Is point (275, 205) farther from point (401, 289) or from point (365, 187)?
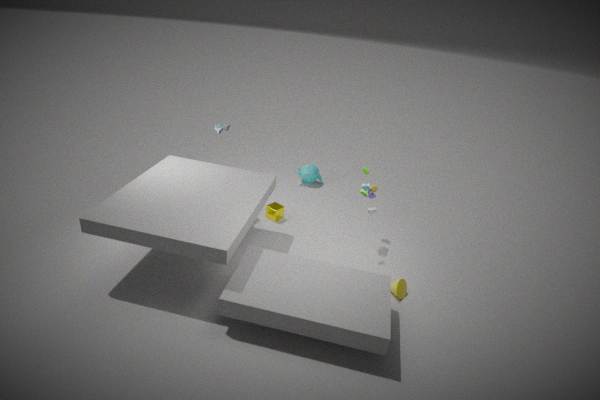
point (401, 289)
